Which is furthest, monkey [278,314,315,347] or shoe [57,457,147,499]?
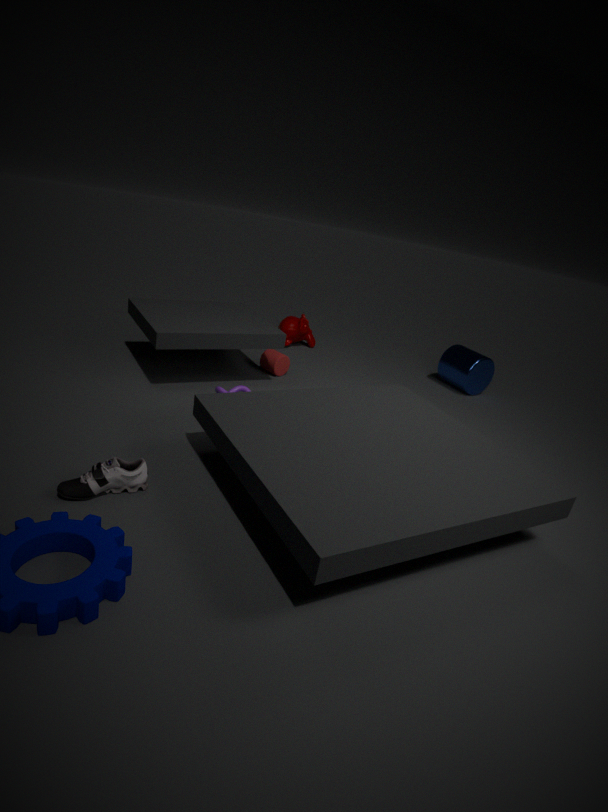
monkey [278,314,315,347]
